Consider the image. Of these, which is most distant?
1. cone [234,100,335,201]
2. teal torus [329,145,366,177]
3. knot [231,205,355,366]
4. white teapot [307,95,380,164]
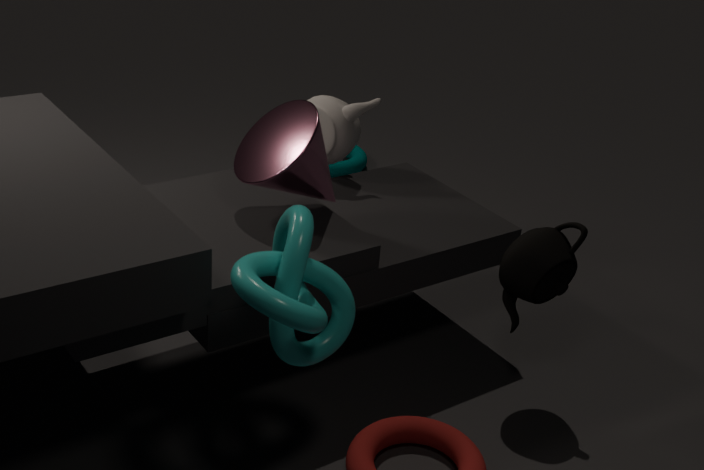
teal torus [329,145,366,177]
